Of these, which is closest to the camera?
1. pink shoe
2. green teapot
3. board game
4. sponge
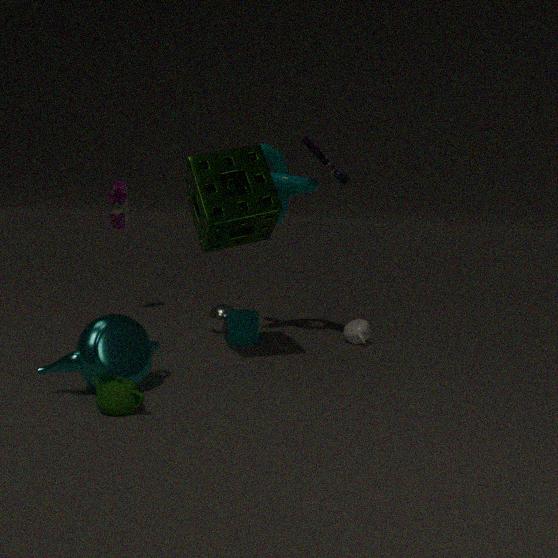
green teapot
